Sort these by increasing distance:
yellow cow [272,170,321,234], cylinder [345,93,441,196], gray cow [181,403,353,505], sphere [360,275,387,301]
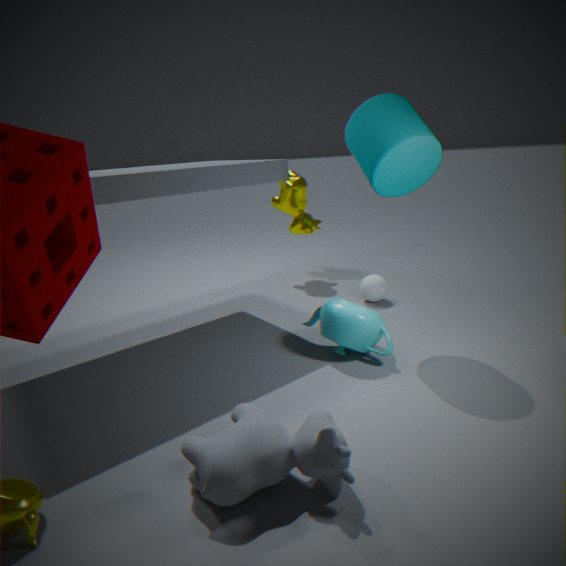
gray cow [181,403,353,505]
cylinder [345,93,441,196]
sphere [360,275,387,301]
yellow cow [272,170,321,234]
